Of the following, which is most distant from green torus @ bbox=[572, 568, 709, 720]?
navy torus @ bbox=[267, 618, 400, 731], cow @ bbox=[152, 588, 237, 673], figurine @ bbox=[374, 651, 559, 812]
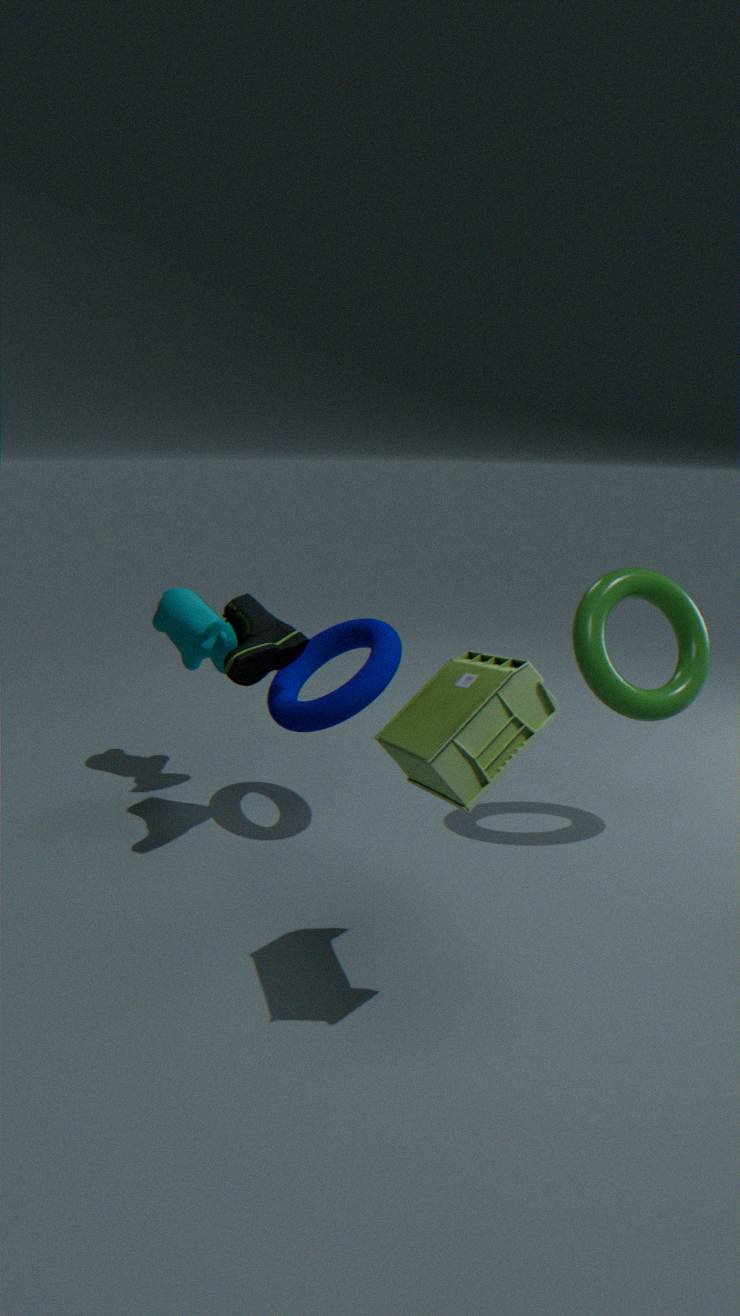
cow @ bbox=[152, 588, 237, 673]
